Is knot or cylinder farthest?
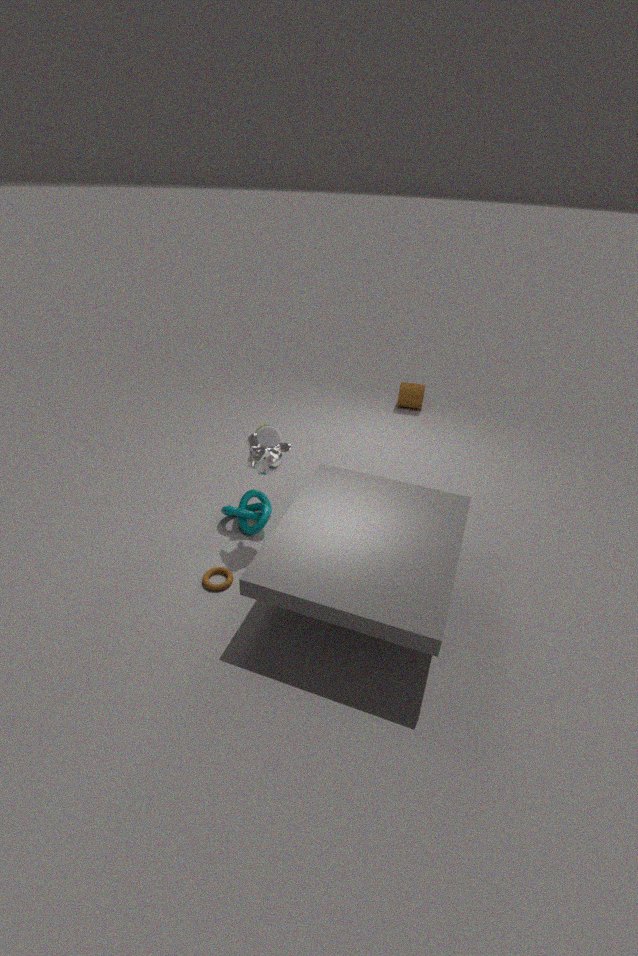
cylinder
